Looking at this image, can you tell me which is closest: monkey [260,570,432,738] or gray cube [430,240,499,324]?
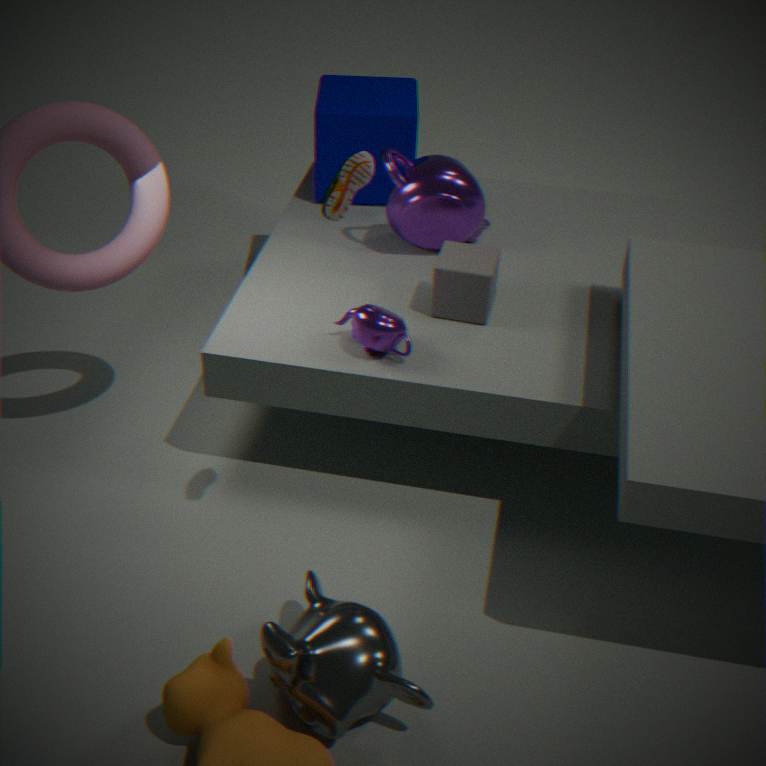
monkey [260,570,432,738]
